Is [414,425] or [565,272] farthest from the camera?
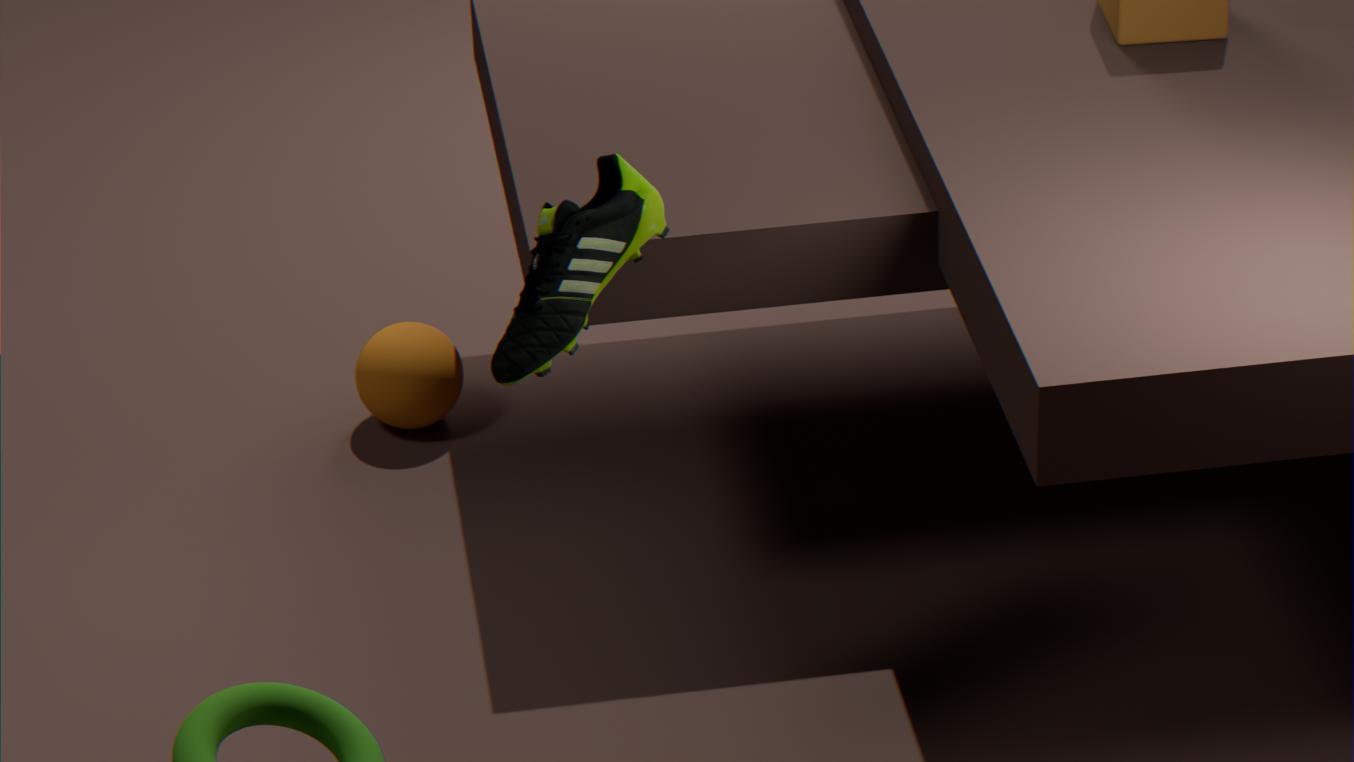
[414,425]
